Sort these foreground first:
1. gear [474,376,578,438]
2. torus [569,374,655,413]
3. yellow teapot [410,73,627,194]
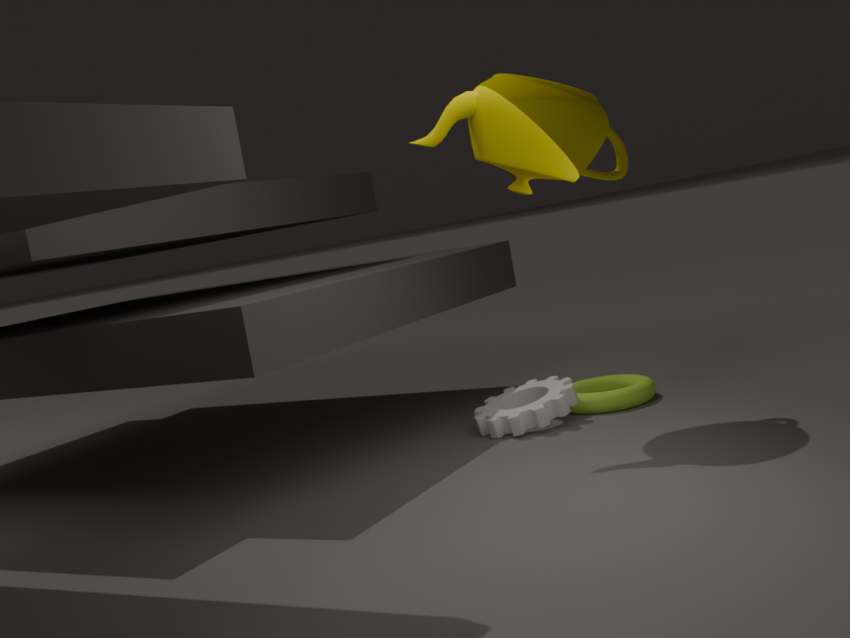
yellow teapot [410,73,627,194]
gear [474,376,578,438]
torus [569,374,655,413]
